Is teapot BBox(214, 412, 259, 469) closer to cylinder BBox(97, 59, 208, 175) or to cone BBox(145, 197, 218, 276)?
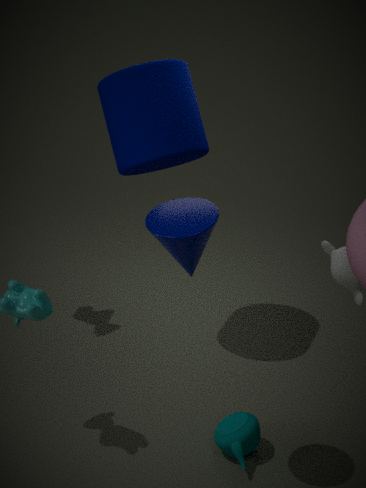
cone BBox(145, 197, 218, 276)
